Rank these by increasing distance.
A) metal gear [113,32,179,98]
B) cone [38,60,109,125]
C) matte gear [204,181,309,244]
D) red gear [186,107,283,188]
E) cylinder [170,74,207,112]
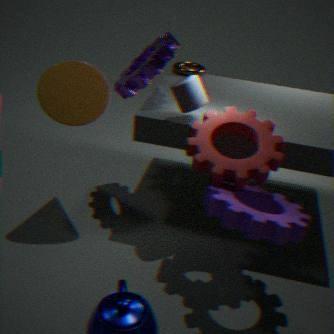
matte gear [204,181,309,244] < red gear [186,107,283,188] < cylinder [170,74,207,112] < cone [38,60,109,125] < metal gear [113,32,179,98]
